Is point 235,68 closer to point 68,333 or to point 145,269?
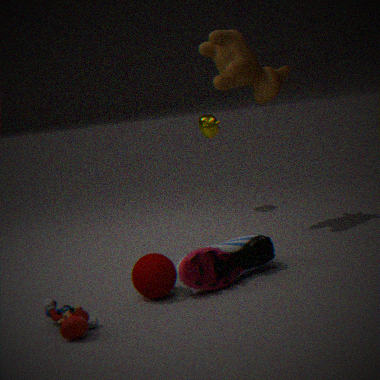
point 145,269
